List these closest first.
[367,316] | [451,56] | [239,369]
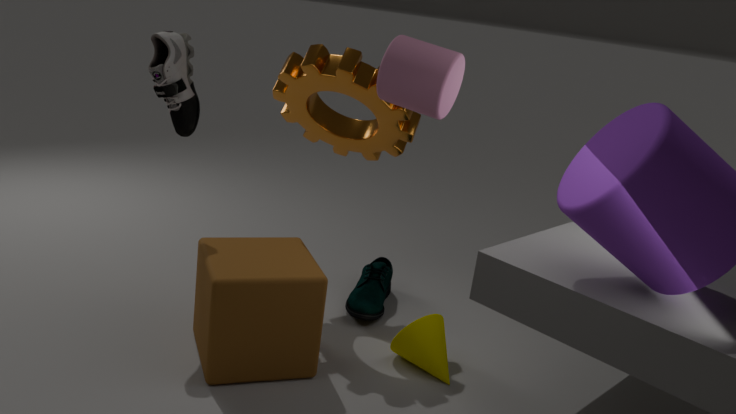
[451,56] < [239,369] < [367,316]
